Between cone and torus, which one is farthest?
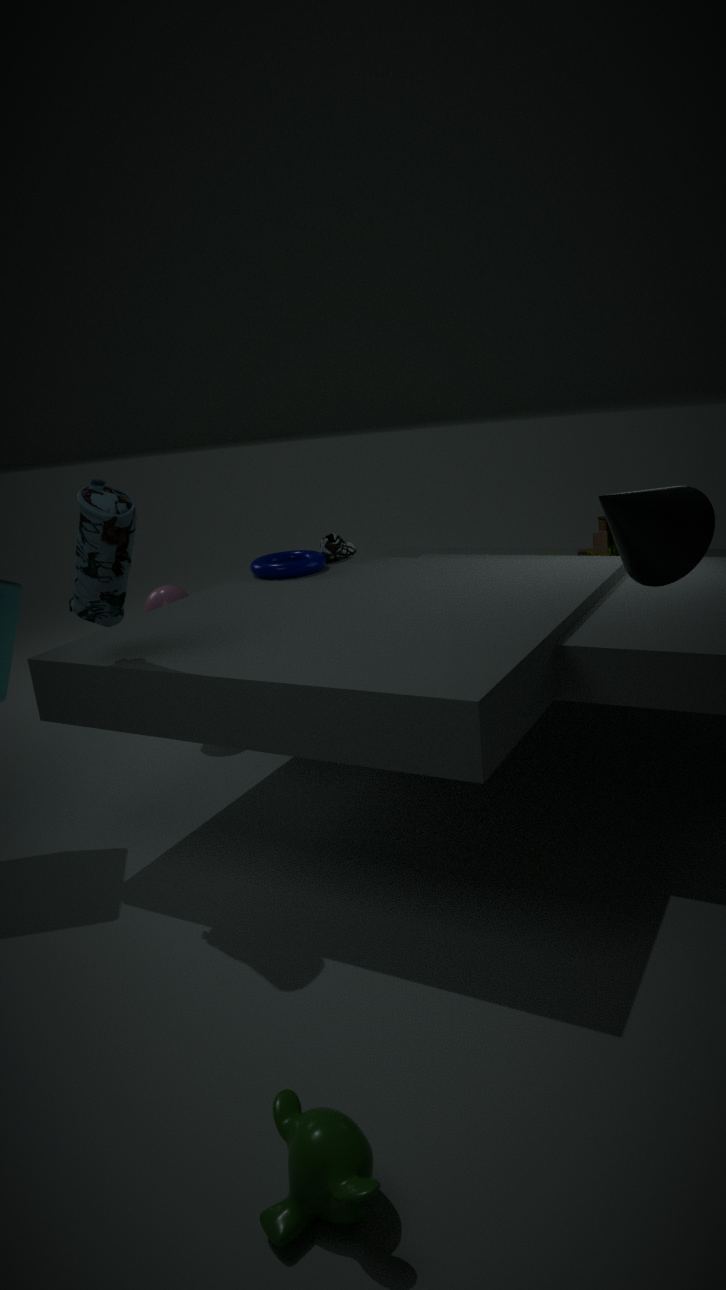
torus
